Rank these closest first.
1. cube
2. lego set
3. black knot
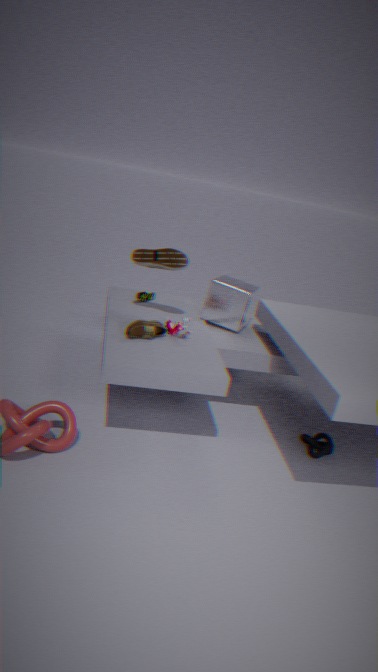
lego set, black knot, cube
